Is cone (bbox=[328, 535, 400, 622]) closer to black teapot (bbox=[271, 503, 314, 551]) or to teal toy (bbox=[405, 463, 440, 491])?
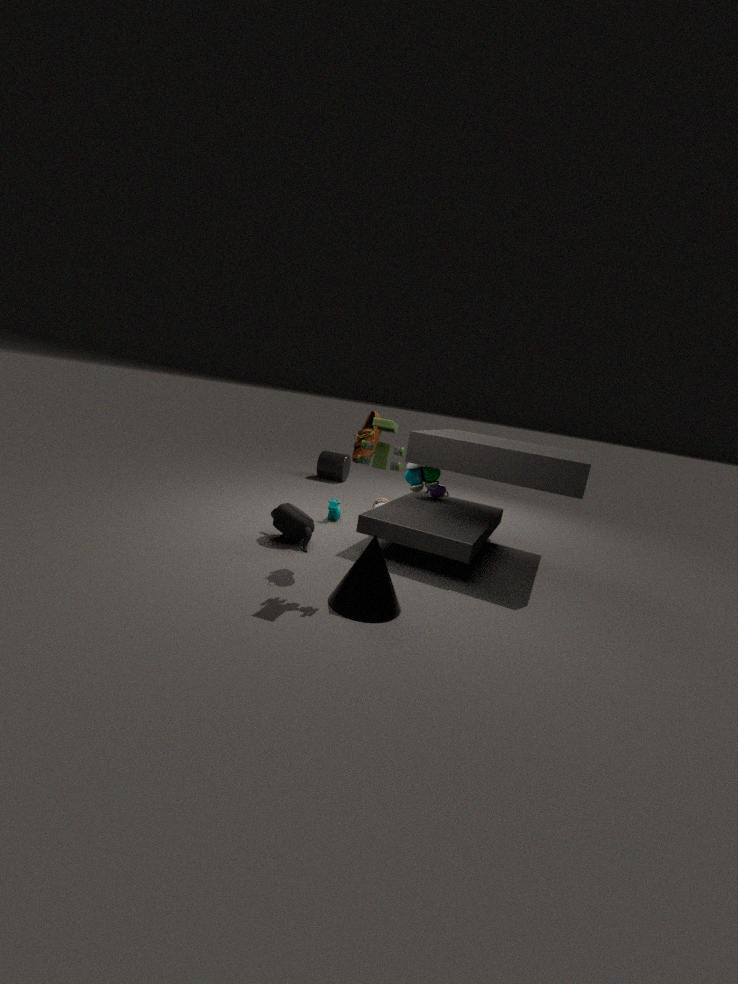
black teapot (bbox=[271, 503, 314, 551])
